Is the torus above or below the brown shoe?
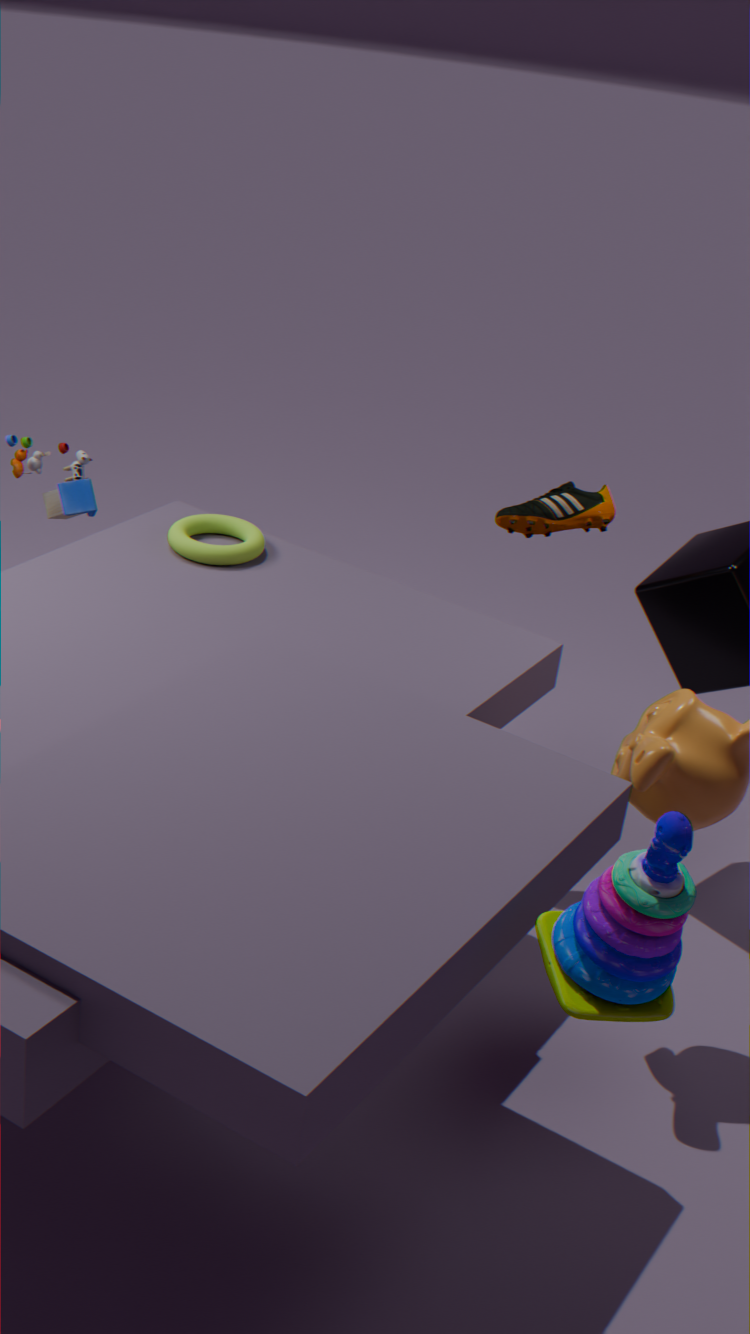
below
